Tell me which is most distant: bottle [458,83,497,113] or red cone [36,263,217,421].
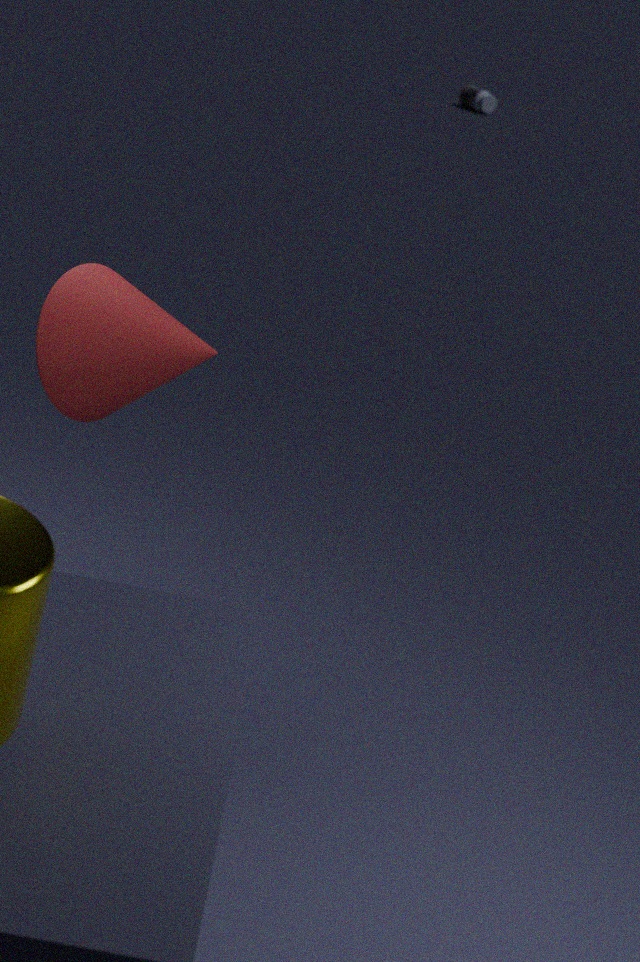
bottle [458,83,497,113]
